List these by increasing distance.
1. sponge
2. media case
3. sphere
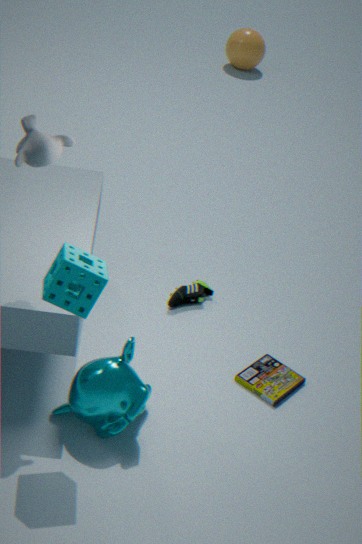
sponge, media case, sphere
